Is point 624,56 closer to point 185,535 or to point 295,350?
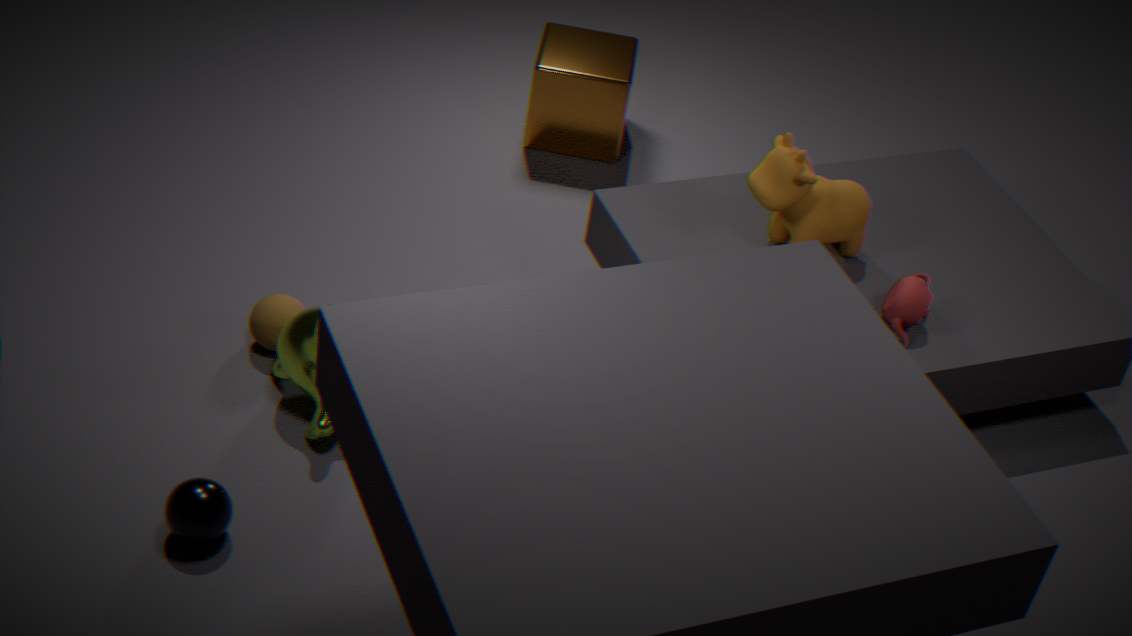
point 295,350
